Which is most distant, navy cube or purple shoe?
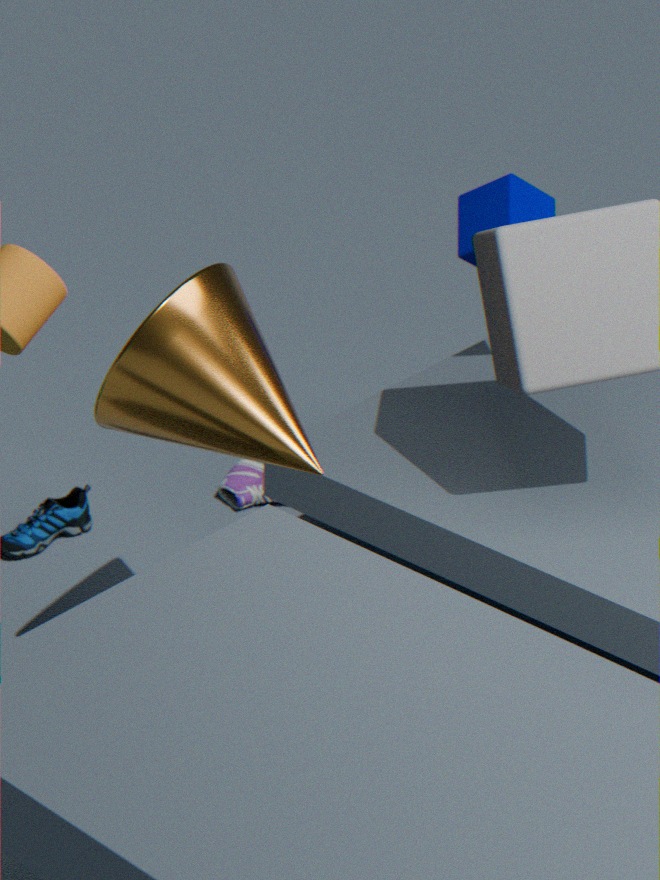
purple shoe
